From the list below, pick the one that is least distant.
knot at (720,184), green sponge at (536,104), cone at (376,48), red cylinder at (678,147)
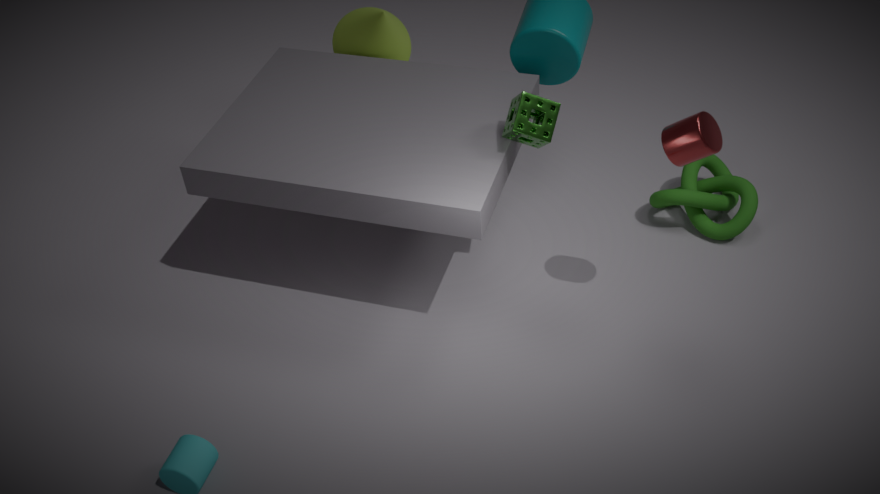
red cylinder at (678,147)
